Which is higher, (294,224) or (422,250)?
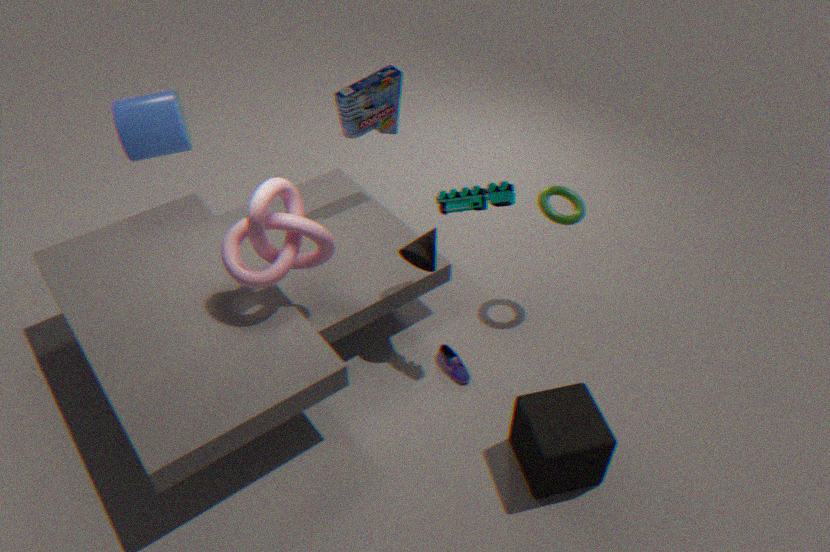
(294,224)
